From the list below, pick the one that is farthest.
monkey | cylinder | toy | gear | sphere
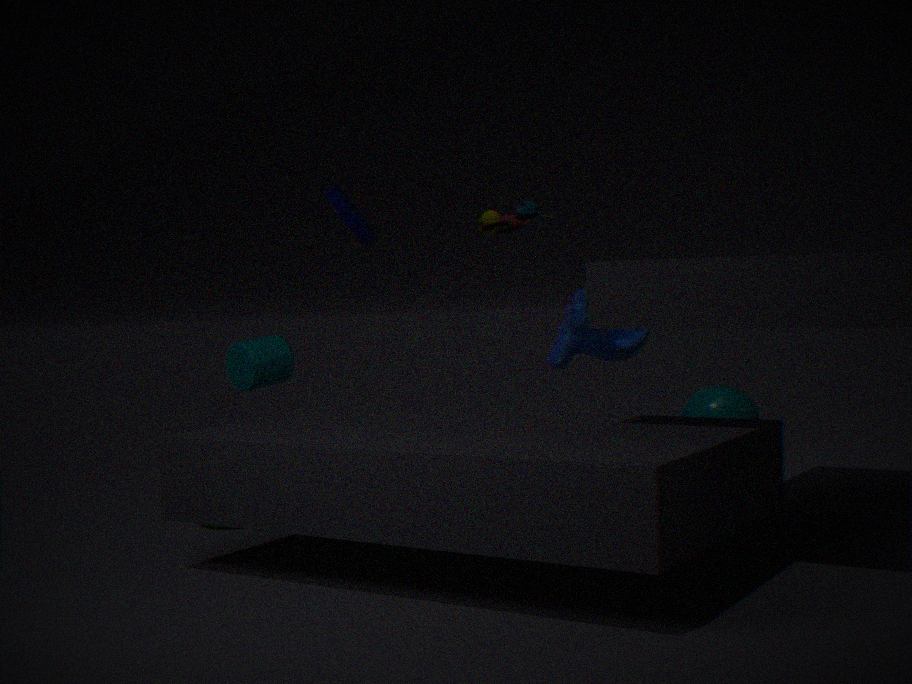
sphere
